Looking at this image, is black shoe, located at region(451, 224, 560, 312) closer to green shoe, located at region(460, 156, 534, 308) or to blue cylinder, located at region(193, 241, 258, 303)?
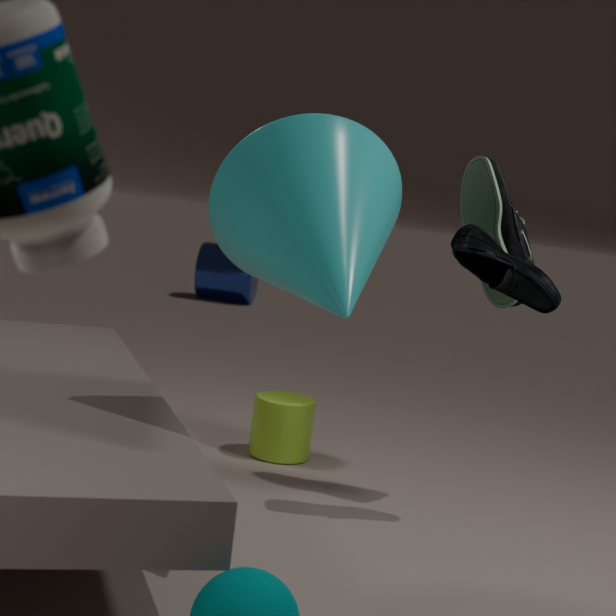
green shoe, located at region(460, 156, 534, 308)
